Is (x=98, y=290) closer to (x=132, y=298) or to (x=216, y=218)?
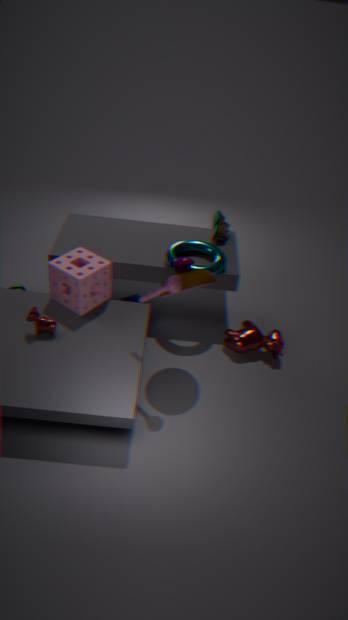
(x=132, y=298)
